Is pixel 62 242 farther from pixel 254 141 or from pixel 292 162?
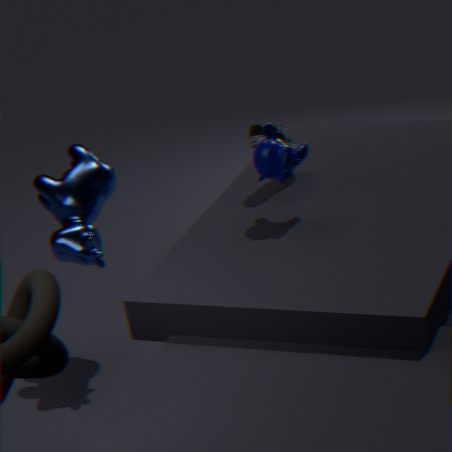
pixel 292 162
